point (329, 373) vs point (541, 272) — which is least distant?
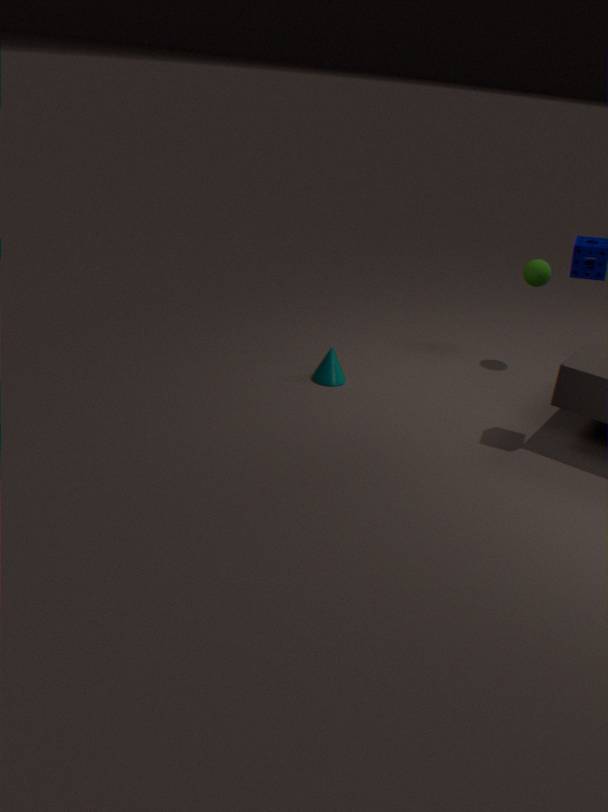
point (329, 373)
